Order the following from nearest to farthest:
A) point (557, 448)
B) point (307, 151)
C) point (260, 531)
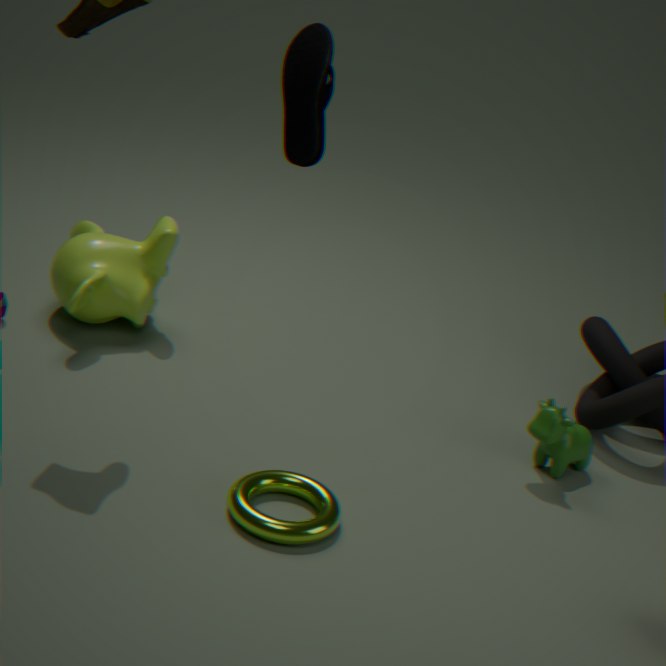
1. point (307, 151)
2. point (260, 531)
3. point (557, 448)
